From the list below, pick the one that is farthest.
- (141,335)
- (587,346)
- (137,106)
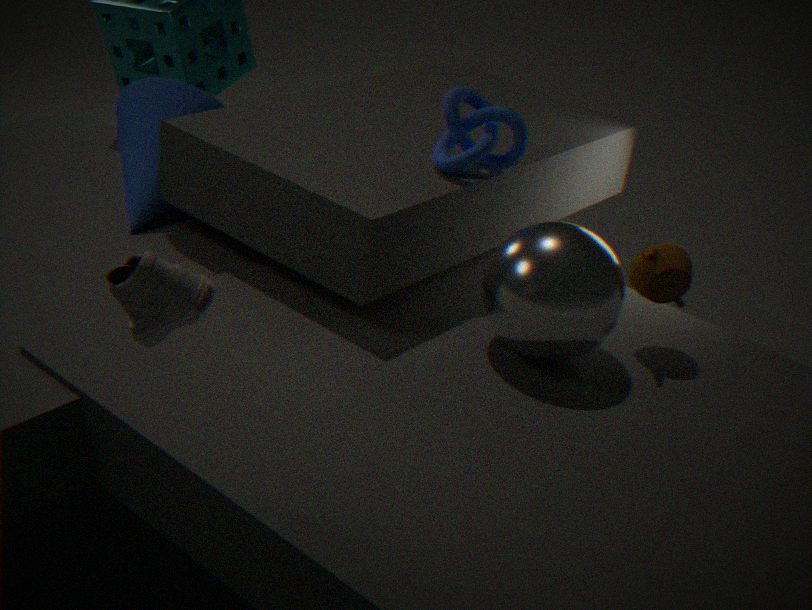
(137,106)
